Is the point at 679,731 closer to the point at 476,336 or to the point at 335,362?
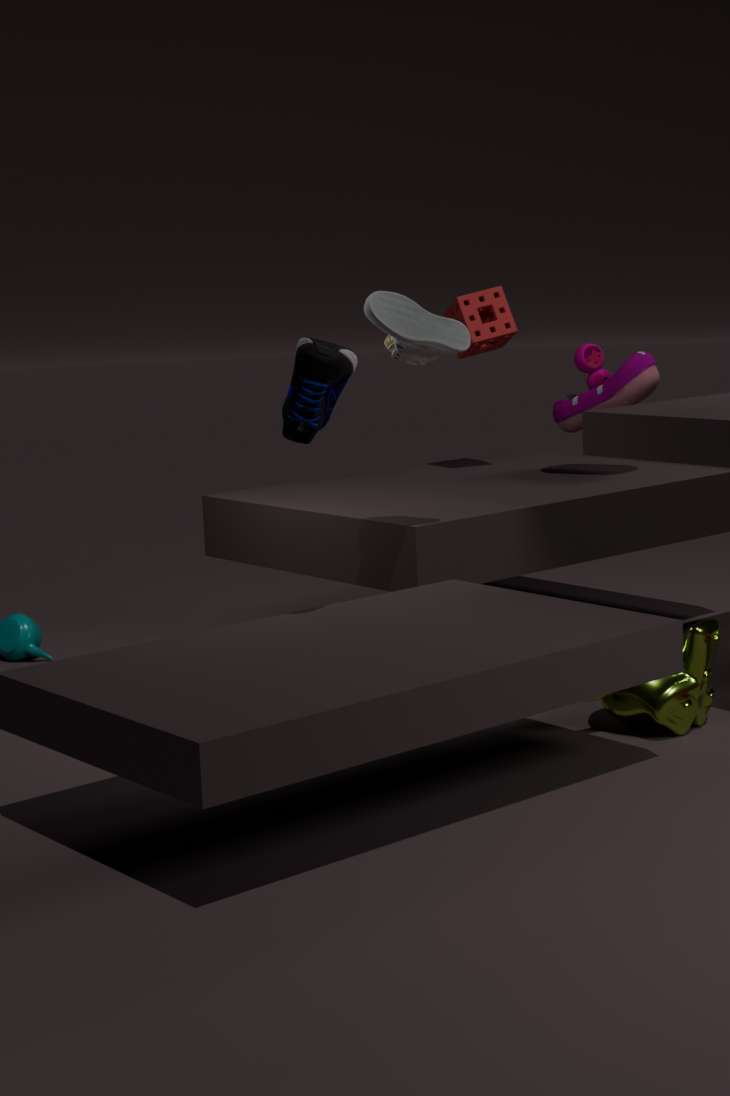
the point at 335,362
